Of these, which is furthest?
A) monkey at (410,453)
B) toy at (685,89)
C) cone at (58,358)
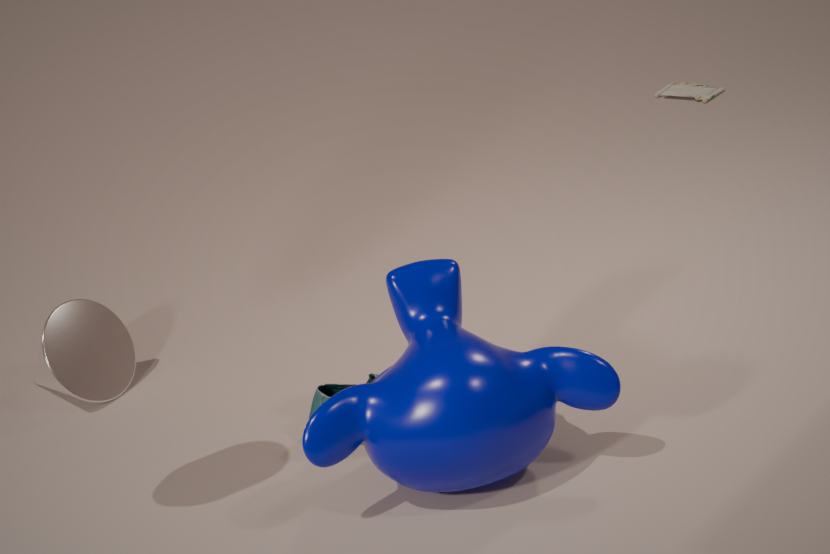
toy at (685,89)
